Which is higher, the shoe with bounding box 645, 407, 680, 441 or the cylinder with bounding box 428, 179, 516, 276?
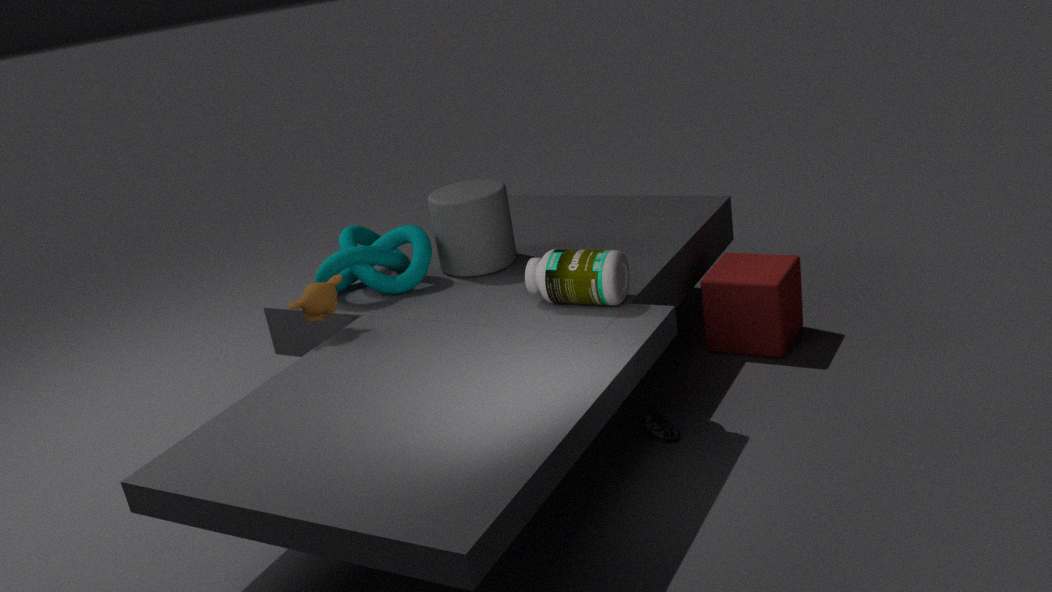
the cylinder with bounding box 428, 179, 516, 276
